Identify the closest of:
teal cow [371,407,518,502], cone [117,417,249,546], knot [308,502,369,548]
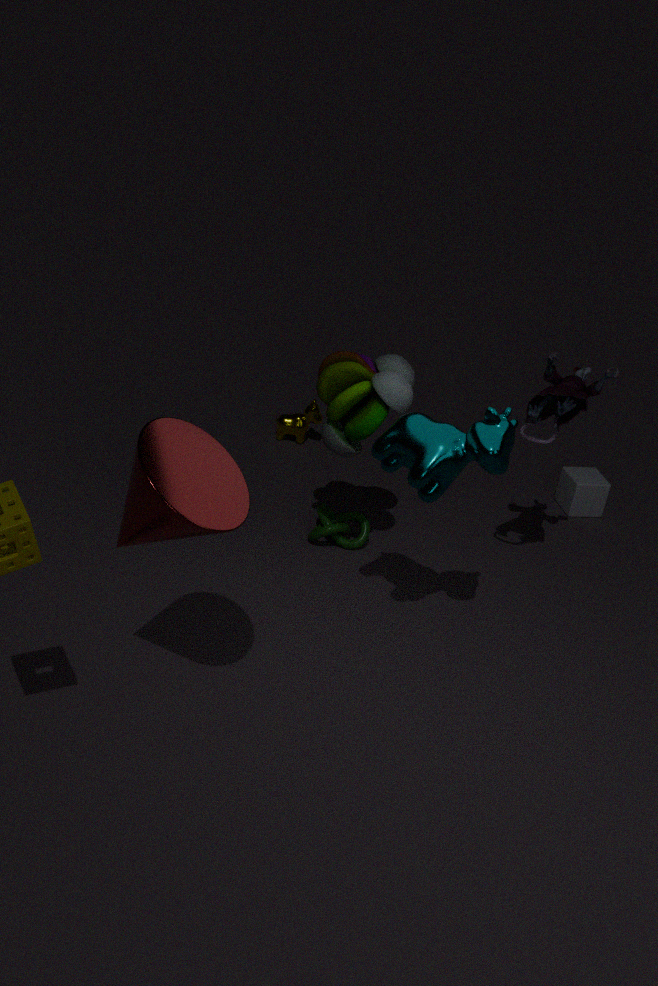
cone [117,417,249,546]
